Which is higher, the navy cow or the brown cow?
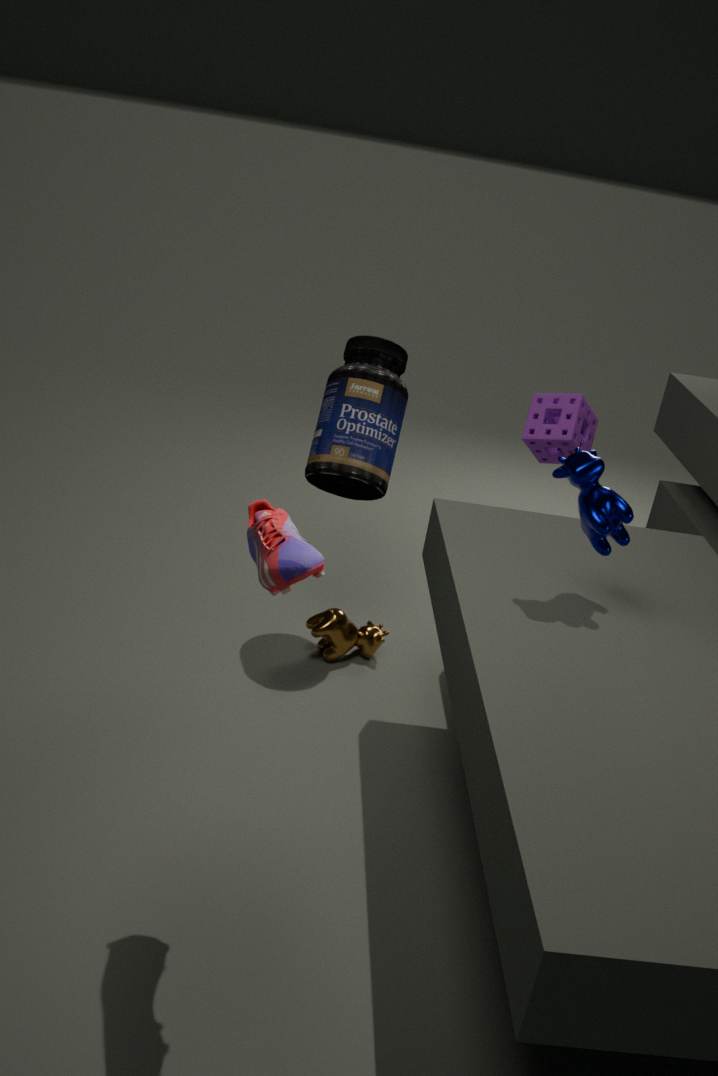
the navy cow
